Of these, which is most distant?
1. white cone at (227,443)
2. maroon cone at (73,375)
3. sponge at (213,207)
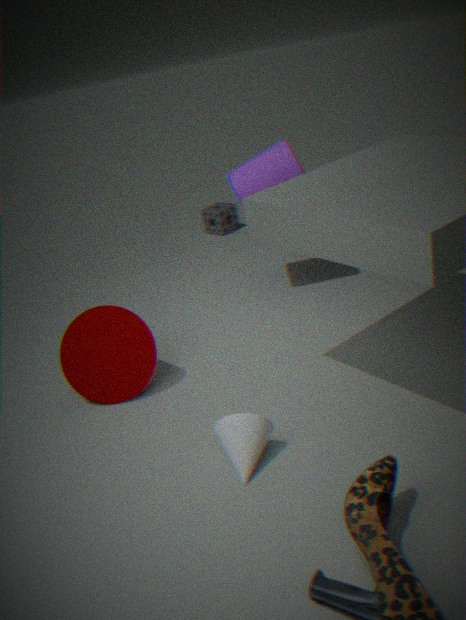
sponge at (213,207)
